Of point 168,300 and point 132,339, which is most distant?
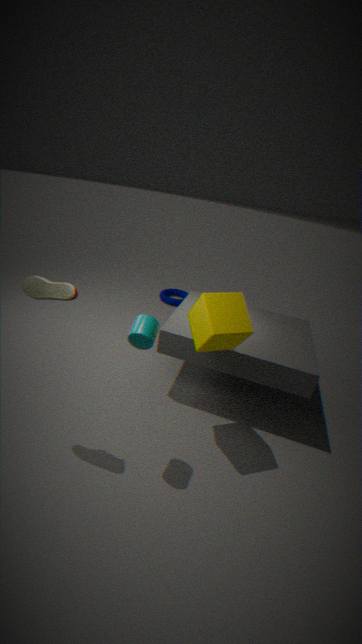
point 168,300
